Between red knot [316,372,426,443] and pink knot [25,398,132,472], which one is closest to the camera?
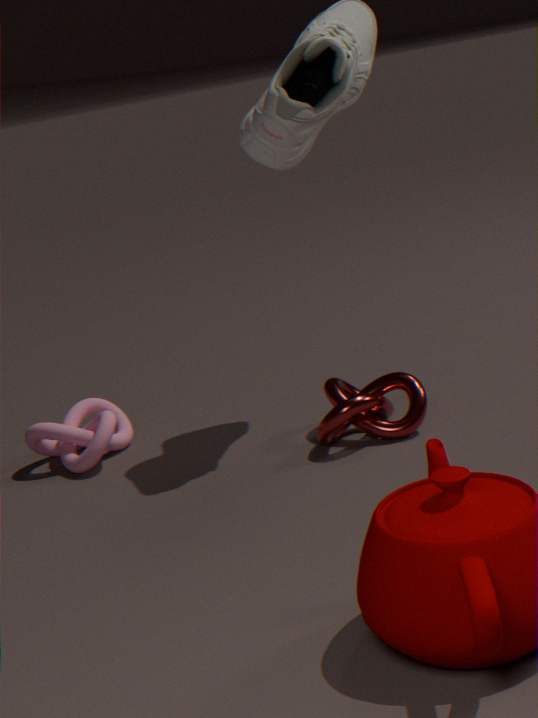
red knot [316,372,426,443]
